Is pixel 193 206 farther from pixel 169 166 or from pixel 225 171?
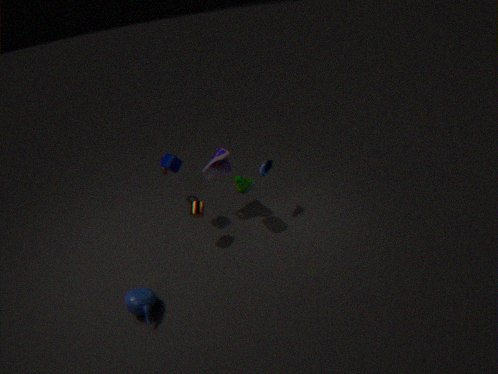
pixel 225 171
